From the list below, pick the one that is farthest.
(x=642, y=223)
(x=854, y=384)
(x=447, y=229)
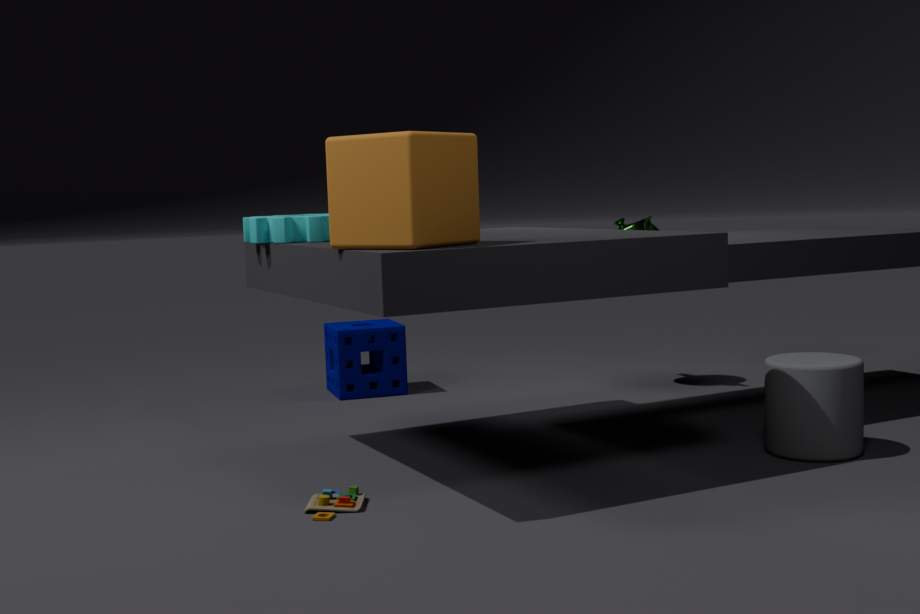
(x=642, y=223)
